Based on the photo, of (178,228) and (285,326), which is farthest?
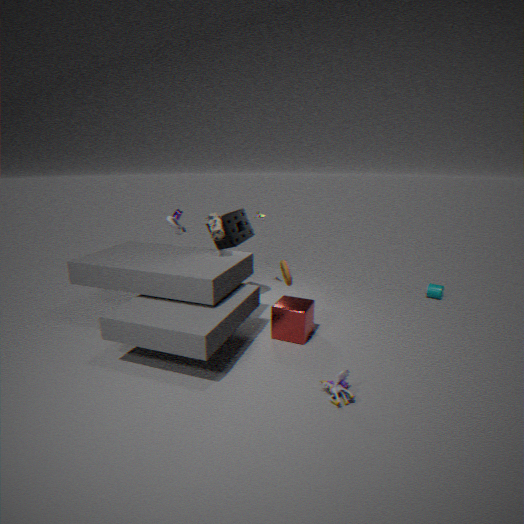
(178,228)
